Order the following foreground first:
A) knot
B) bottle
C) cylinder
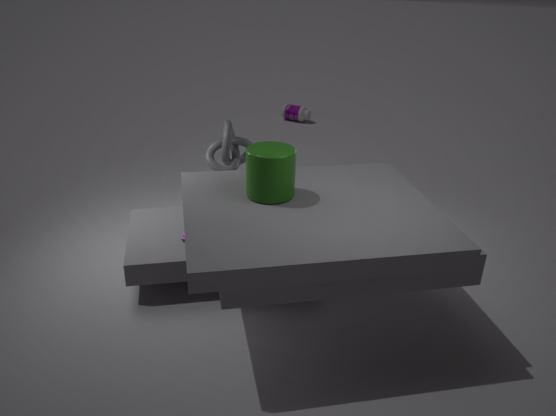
cylinder
knot
bottle
